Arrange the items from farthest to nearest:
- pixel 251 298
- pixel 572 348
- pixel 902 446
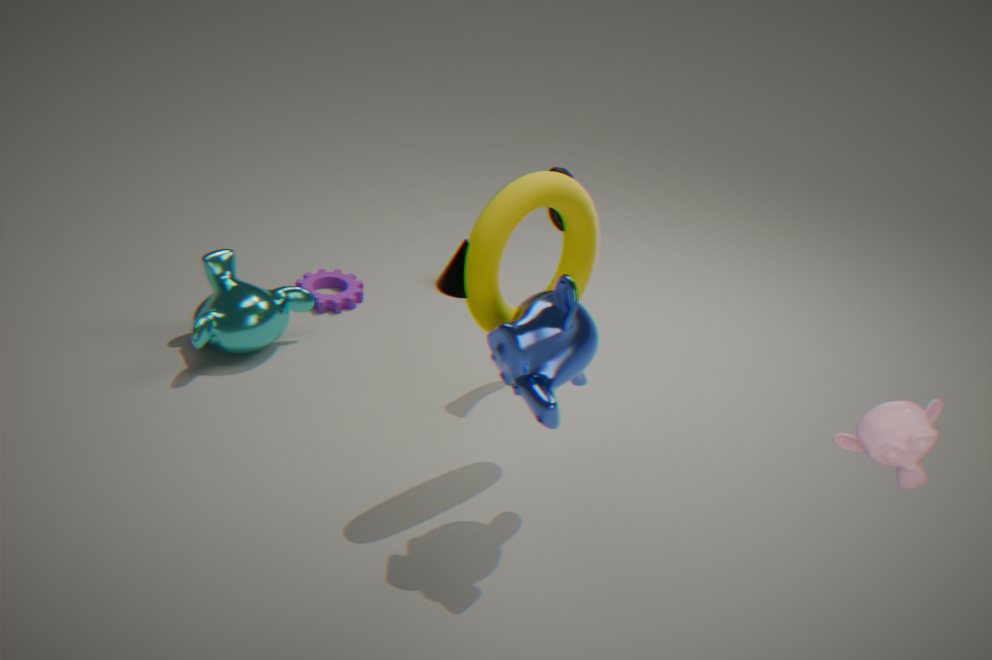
pixel 251 298 → pixel 572 348 → pixel 902 446
